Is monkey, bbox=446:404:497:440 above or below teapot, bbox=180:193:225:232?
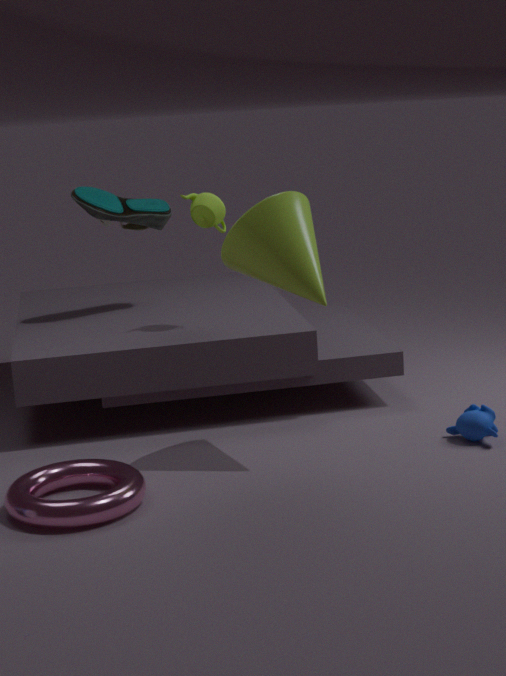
below
